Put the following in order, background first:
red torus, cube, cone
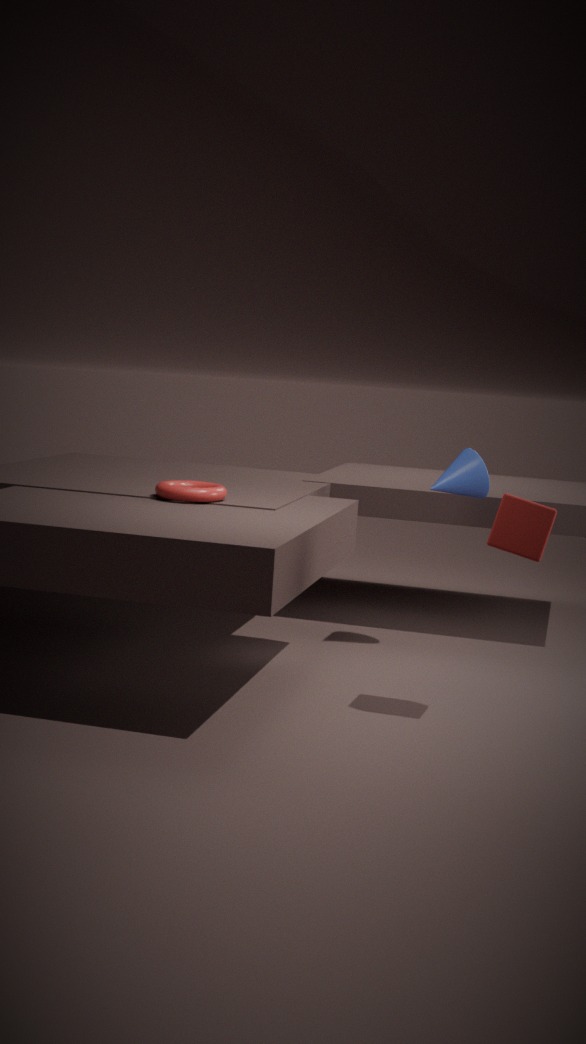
cone < red torus < cube
